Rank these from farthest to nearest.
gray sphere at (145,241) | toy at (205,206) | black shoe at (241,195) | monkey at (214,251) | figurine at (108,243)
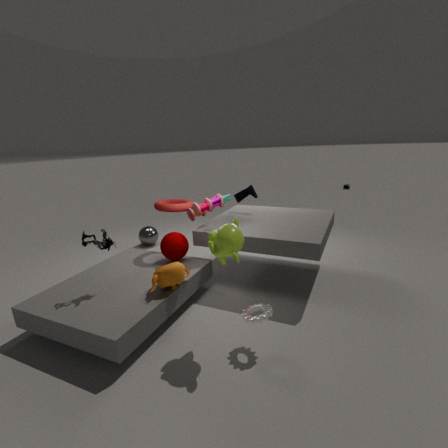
gray sphere at (145,241) → black shoe at (241,195) → toy at (205,206) → figurine at (108,243) → monkey at (214,251)
